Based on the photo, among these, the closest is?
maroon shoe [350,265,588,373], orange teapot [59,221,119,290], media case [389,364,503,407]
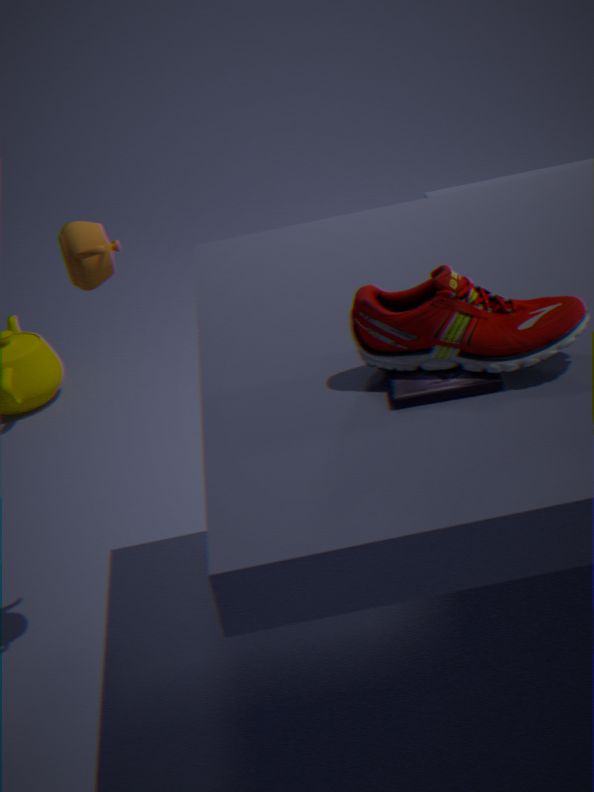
maroon shoe [350,265,588,373]
